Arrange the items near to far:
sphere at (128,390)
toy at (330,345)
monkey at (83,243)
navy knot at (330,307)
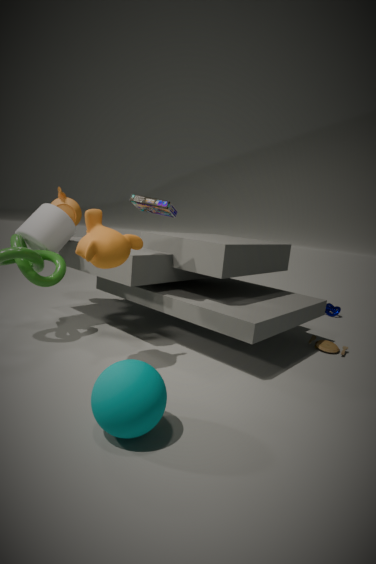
sphere at (128,390) < monkey at (83,243) < toy at (330,345) < navy knot at (330,307)
